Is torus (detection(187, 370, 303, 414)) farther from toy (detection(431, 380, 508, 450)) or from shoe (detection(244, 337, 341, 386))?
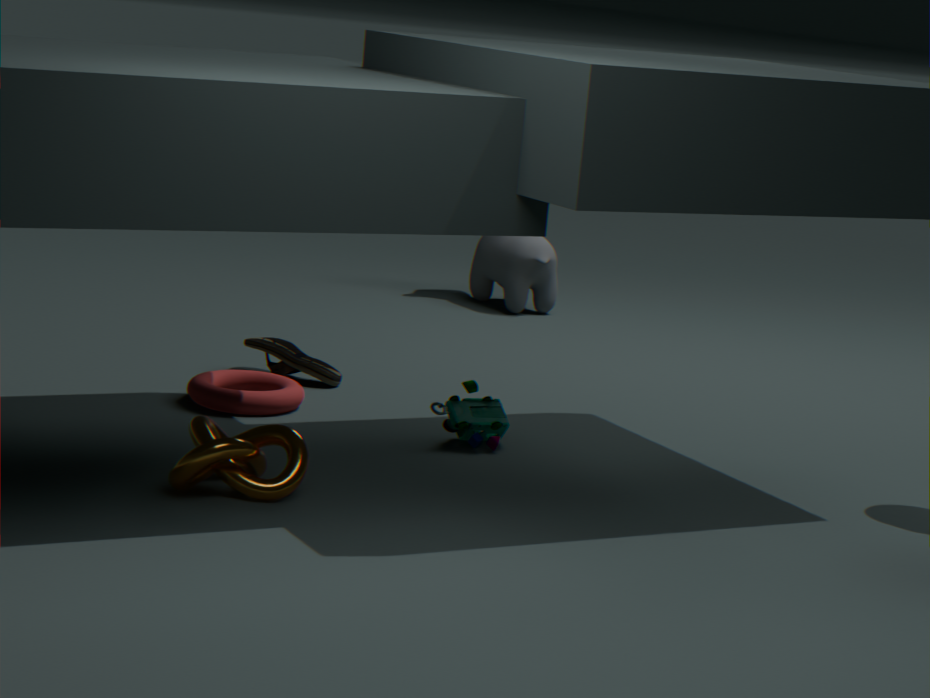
toy (detection(431, 380, 508, 450))
